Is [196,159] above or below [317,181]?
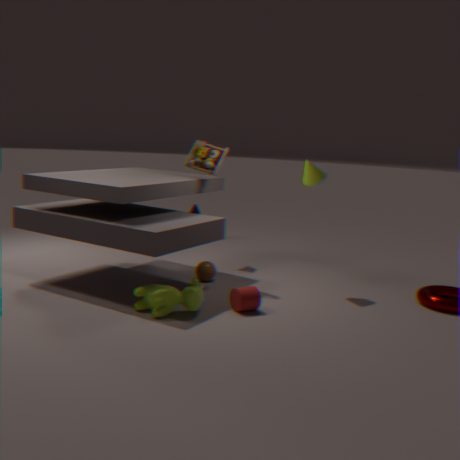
above
